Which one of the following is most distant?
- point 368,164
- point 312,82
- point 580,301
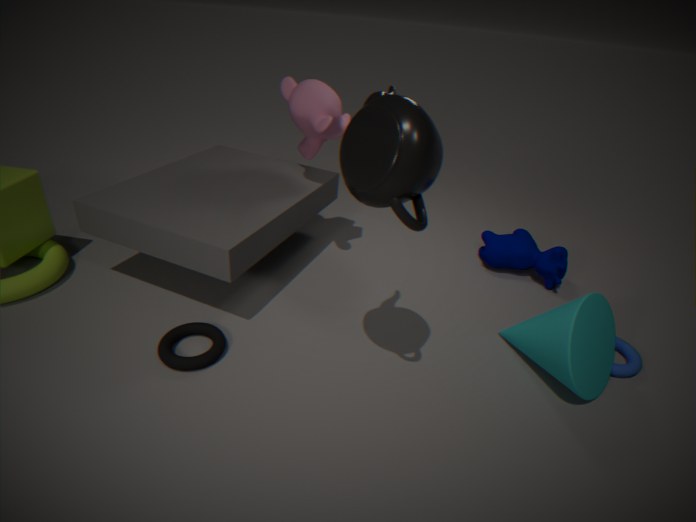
point 312,82
